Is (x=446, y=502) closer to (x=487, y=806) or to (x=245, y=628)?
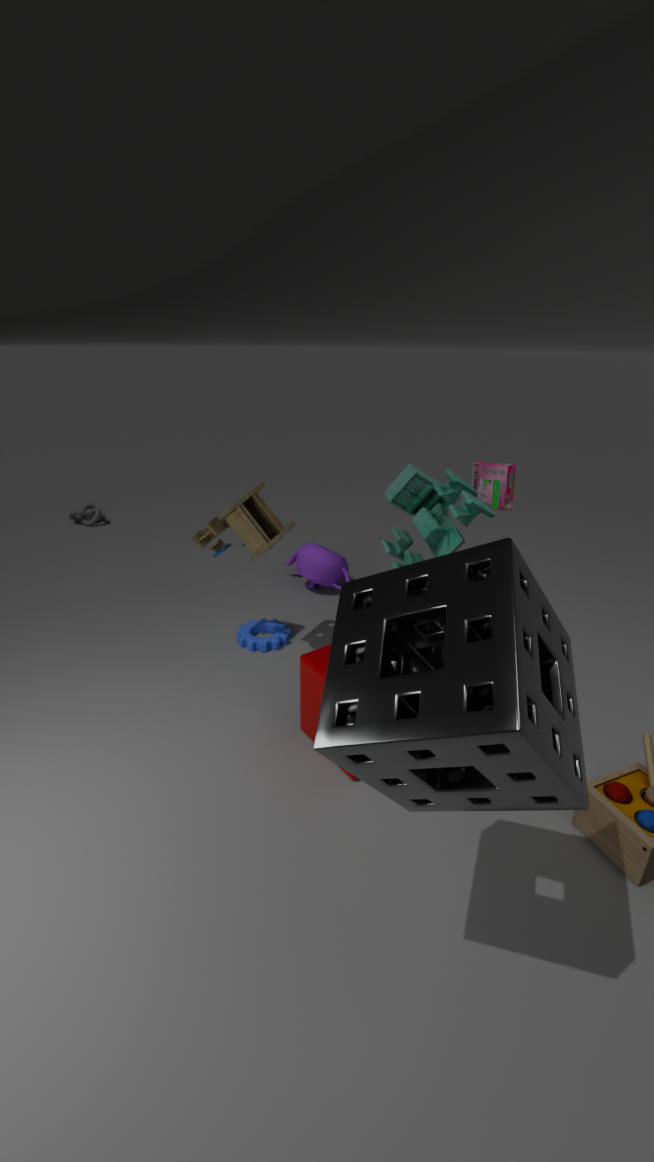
(x=245, y=628)
